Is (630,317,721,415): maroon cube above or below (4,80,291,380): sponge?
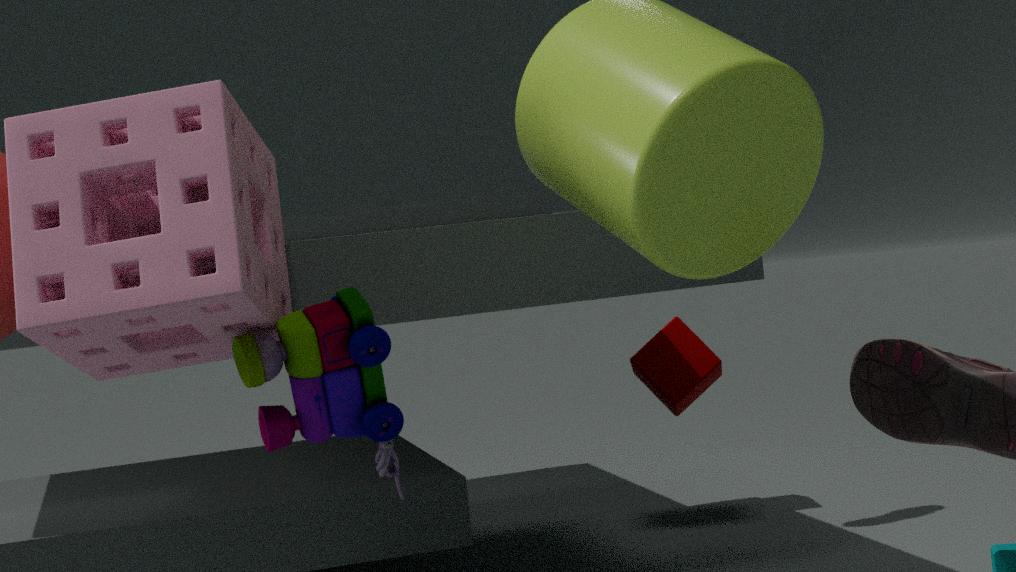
below
